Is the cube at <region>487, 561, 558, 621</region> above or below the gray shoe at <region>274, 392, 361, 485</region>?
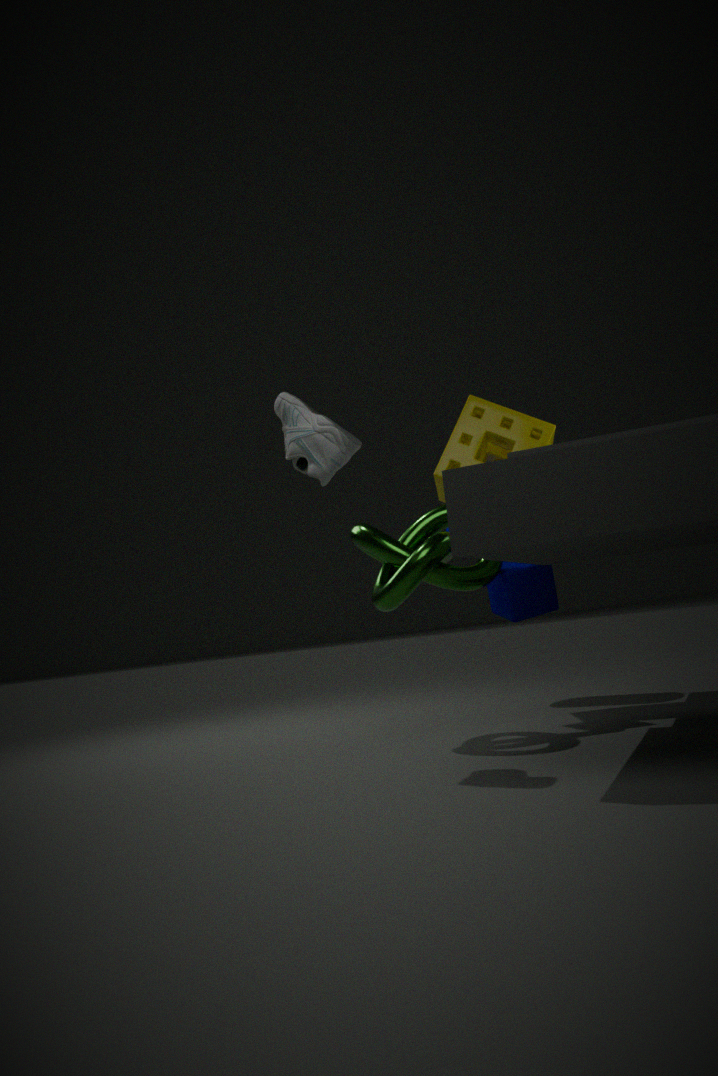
below
